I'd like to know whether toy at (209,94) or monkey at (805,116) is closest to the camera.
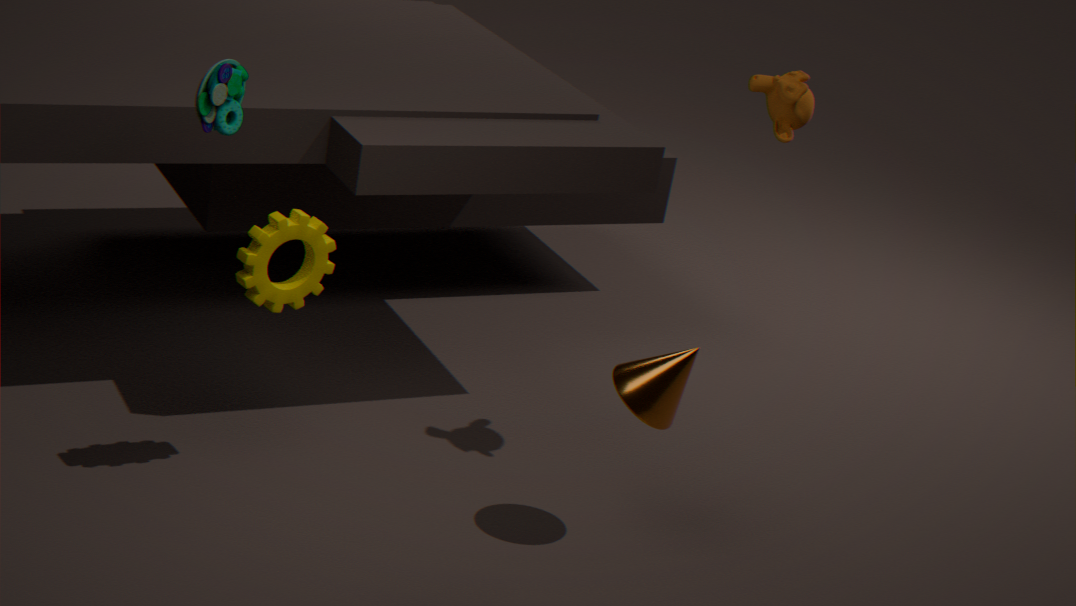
toy at (209,94)
